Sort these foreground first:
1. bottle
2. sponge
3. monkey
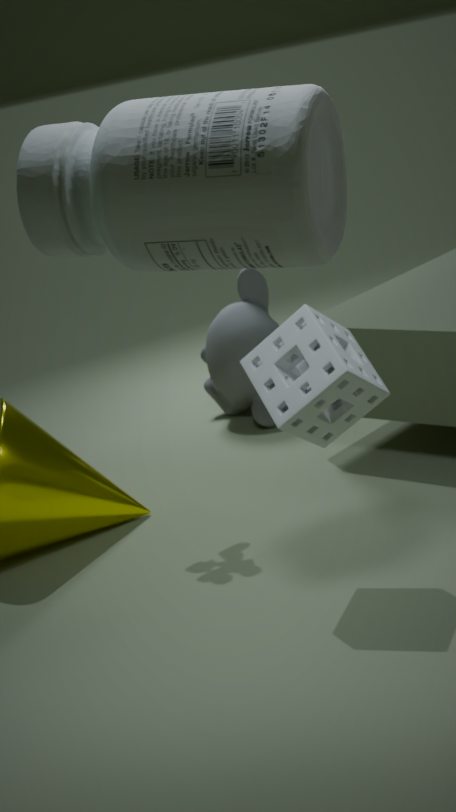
bottle, sponge, monkey
